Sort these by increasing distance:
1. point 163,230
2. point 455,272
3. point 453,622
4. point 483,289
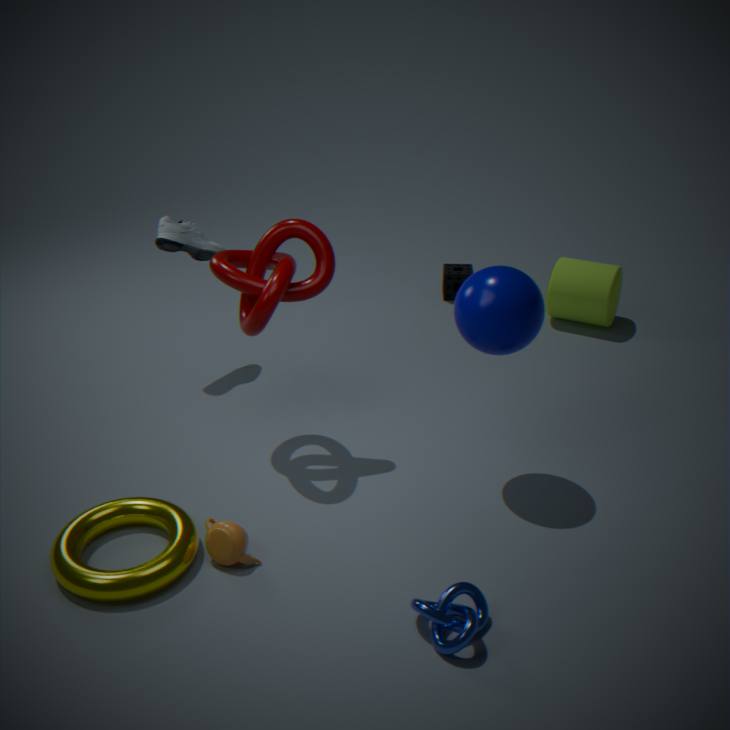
point 453,622, point 483,289, point 163,230, point 455,272
